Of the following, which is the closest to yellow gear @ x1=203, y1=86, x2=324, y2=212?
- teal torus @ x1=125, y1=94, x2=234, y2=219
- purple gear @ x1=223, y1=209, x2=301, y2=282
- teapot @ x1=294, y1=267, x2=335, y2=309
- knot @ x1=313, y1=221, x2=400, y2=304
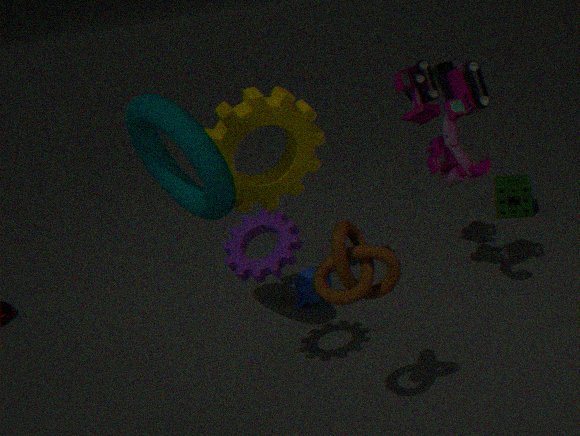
teal torus @ x1=125, y1=94, x2=234, y2=219
